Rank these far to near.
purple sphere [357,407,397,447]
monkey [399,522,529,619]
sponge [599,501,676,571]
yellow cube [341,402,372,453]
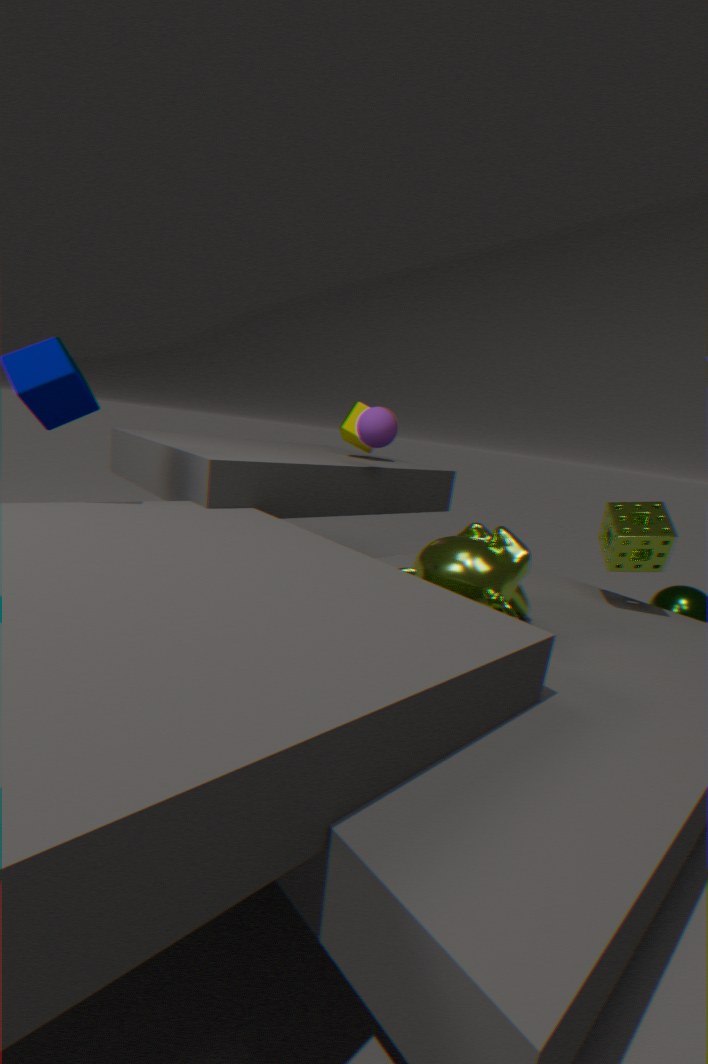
1. yellow cube [341,402,372,453]
2. purple sphere [357,407,397,447]
3. sponge [599,501,676,571]
4. monkey [399,522,529,619]
